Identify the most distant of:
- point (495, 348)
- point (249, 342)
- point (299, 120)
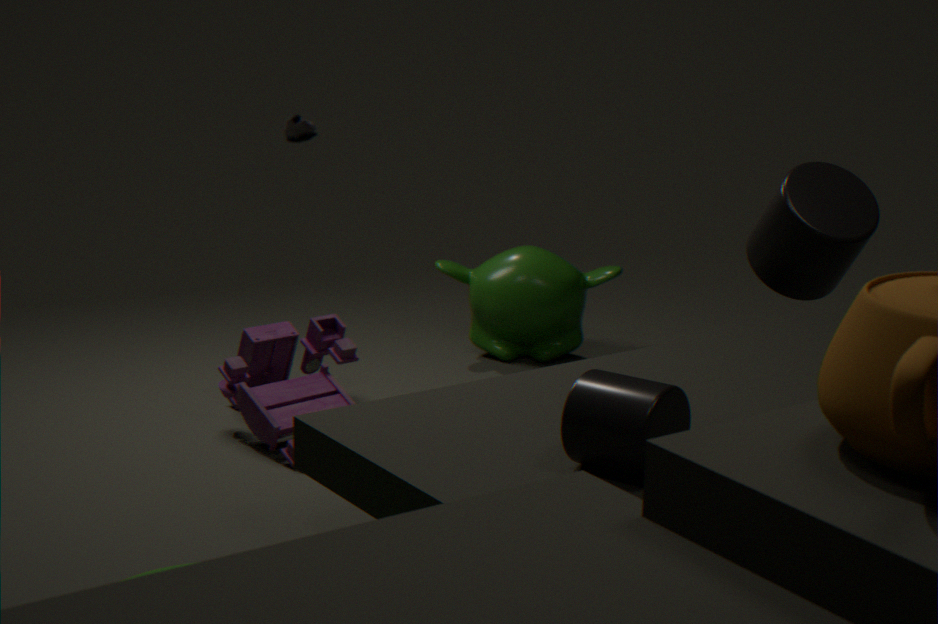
point (299, 120)
